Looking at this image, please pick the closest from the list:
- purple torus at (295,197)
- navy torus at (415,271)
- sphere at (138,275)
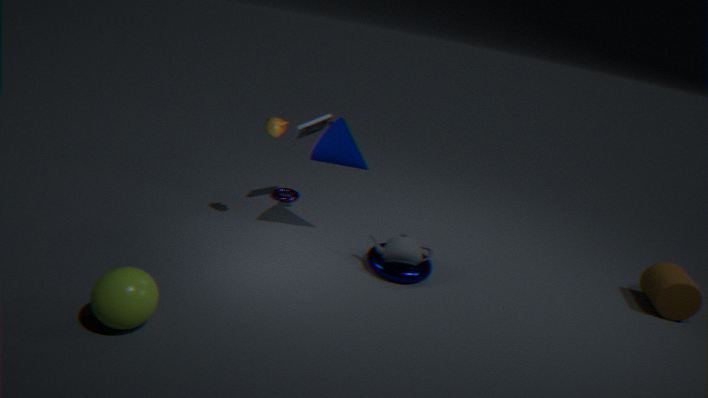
sphere at (138,275)
